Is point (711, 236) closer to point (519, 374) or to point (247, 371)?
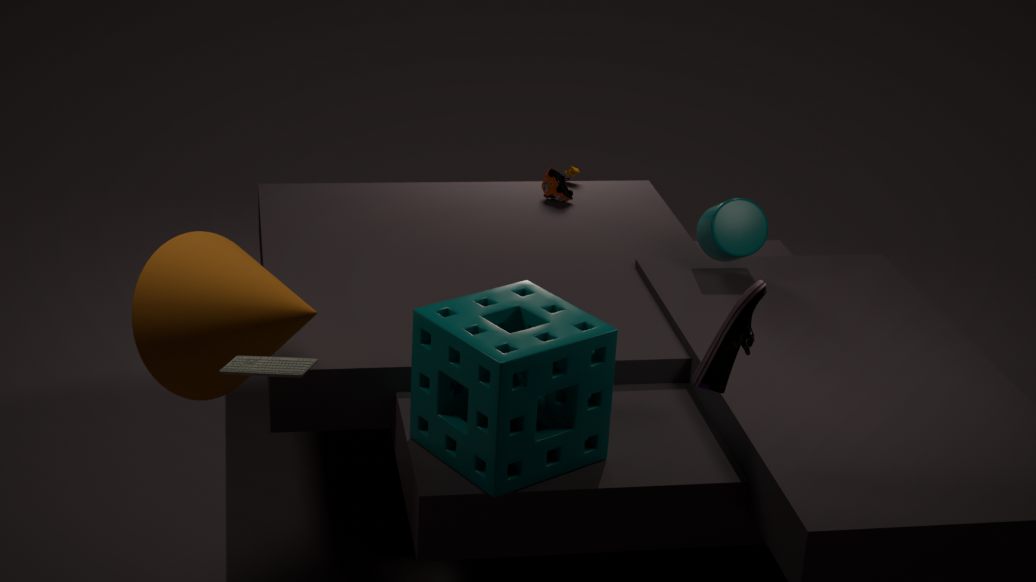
point (519, 374)
